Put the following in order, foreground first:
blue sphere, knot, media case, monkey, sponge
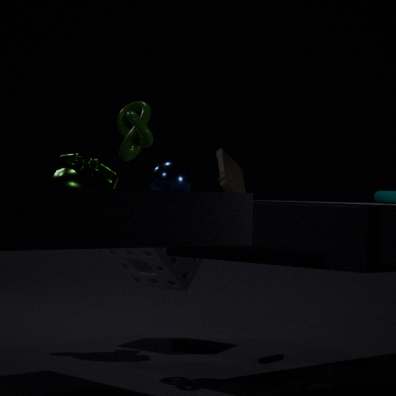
blue sphere < knot < monkey < media case < sponge
